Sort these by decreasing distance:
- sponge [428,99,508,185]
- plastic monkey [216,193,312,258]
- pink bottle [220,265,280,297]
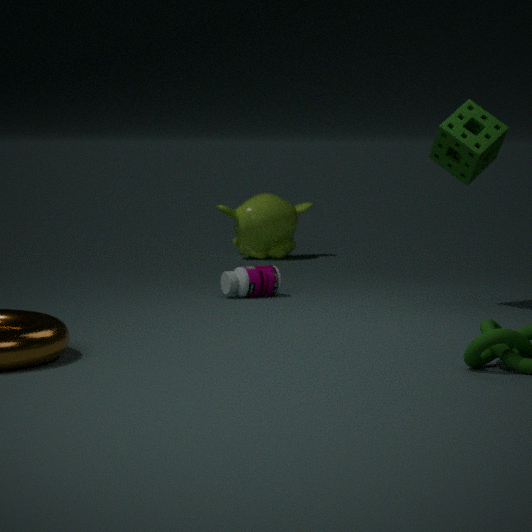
plastic monkey [216,193,312,258] < pink bottle [220,265,280,297] < sponge [428,99,508,185]
